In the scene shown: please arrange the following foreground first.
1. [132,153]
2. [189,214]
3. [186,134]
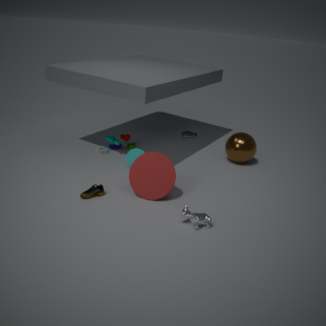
[189,214], [132,153], [186,134]
